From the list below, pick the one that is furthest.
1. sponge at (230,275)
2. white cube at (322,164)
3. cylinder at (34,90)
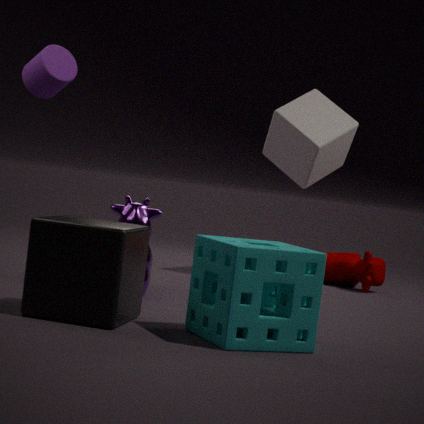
white cube at (322,164)
